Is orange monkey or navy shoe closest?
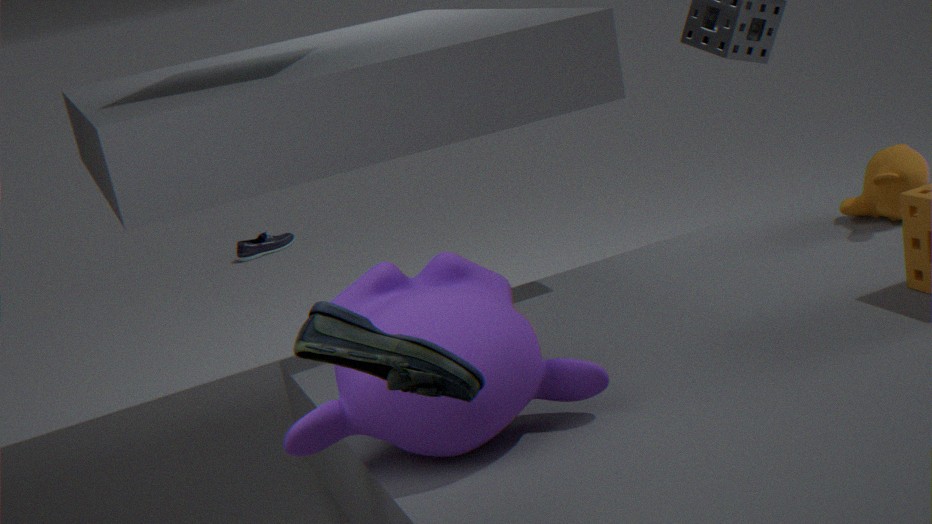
orange monkey
